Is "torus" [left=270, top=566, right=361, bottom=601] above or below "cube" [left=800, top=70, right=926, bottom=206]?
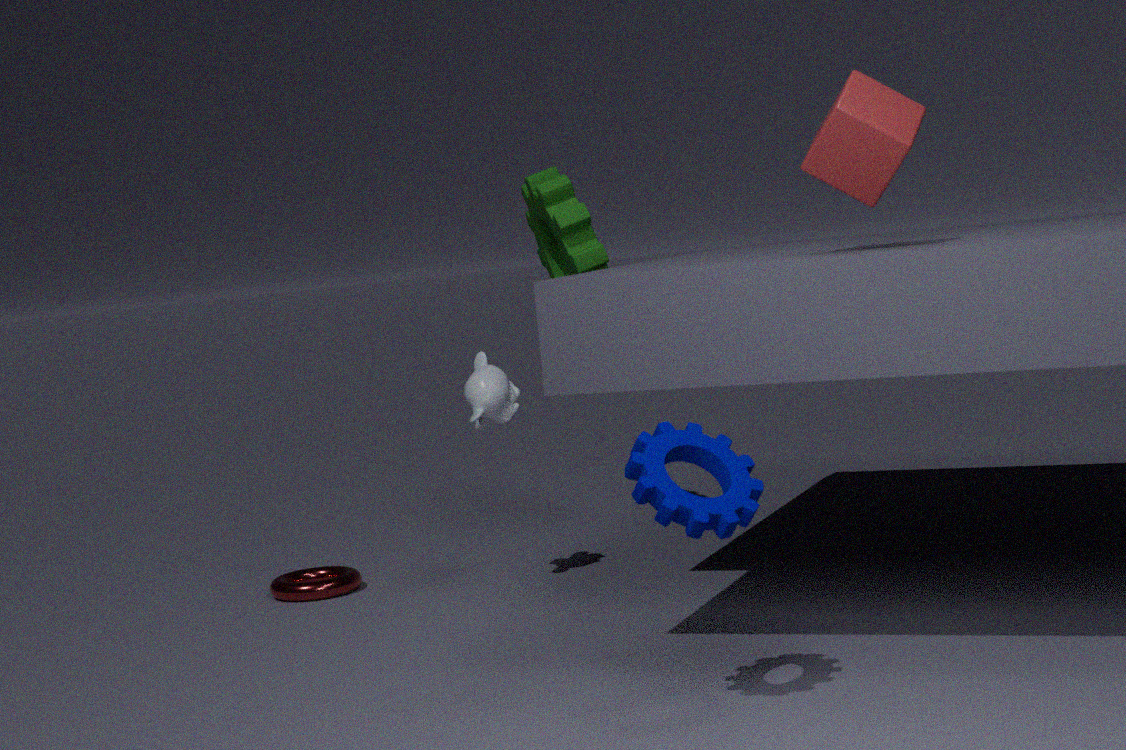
below
